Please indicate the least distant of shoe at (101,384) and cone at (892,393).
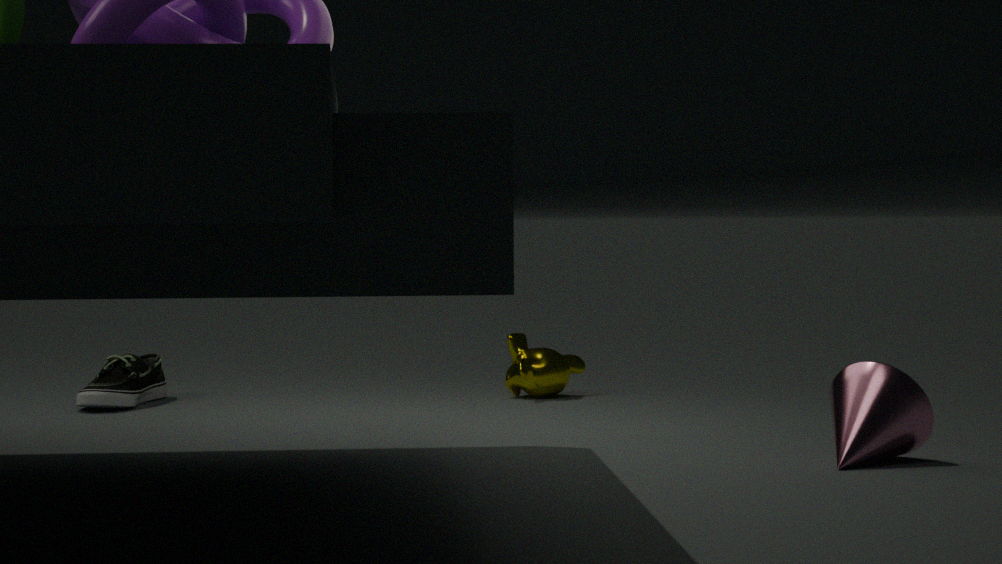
cone at (892,393)
